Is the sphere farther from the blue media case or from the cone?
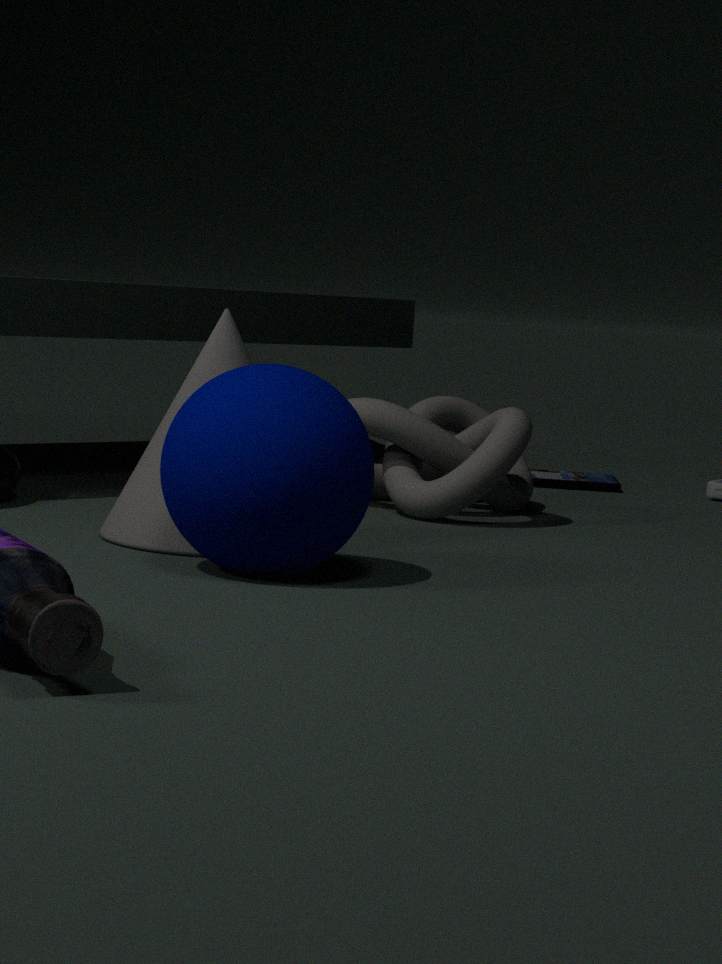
the blue media case
